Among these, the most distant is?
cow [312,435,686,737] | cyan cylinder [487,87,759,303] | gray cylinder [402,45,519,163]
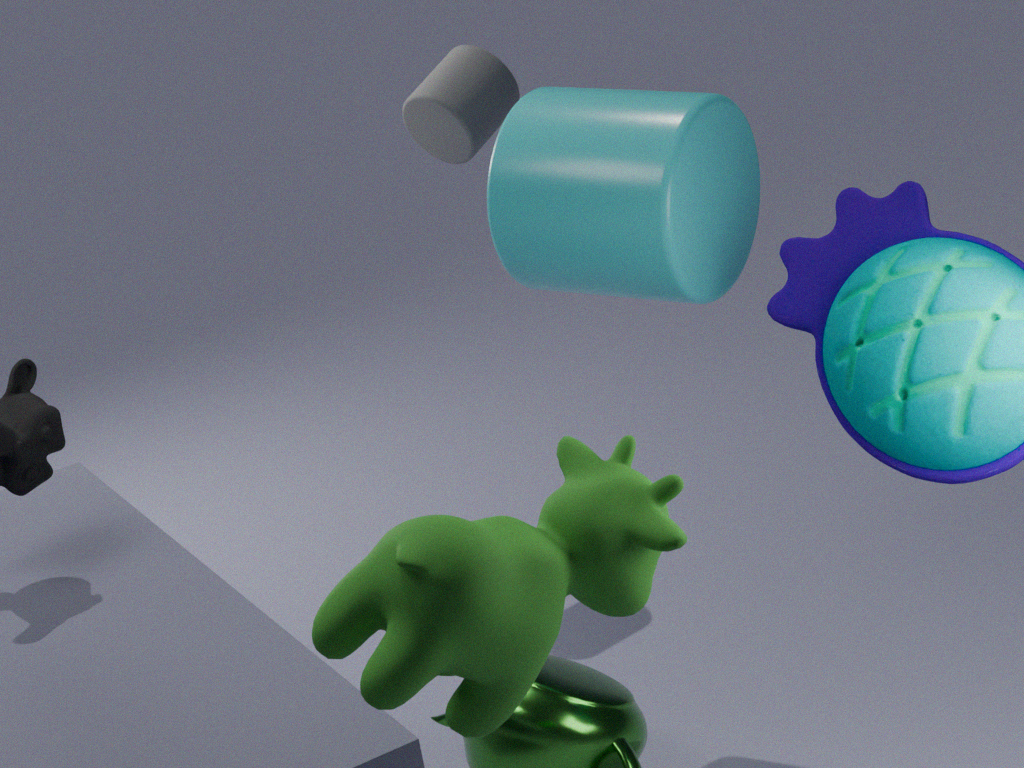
gray cylinder [402,45,519,163]
